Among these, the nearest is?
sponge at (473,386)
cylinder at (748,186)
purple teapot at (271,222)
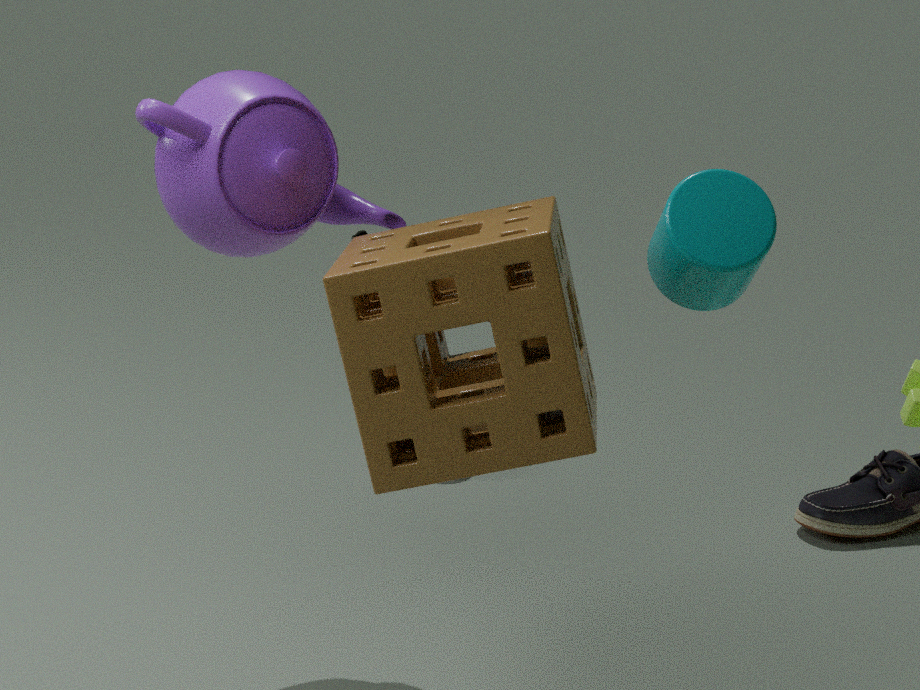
sponge at (473,386)
